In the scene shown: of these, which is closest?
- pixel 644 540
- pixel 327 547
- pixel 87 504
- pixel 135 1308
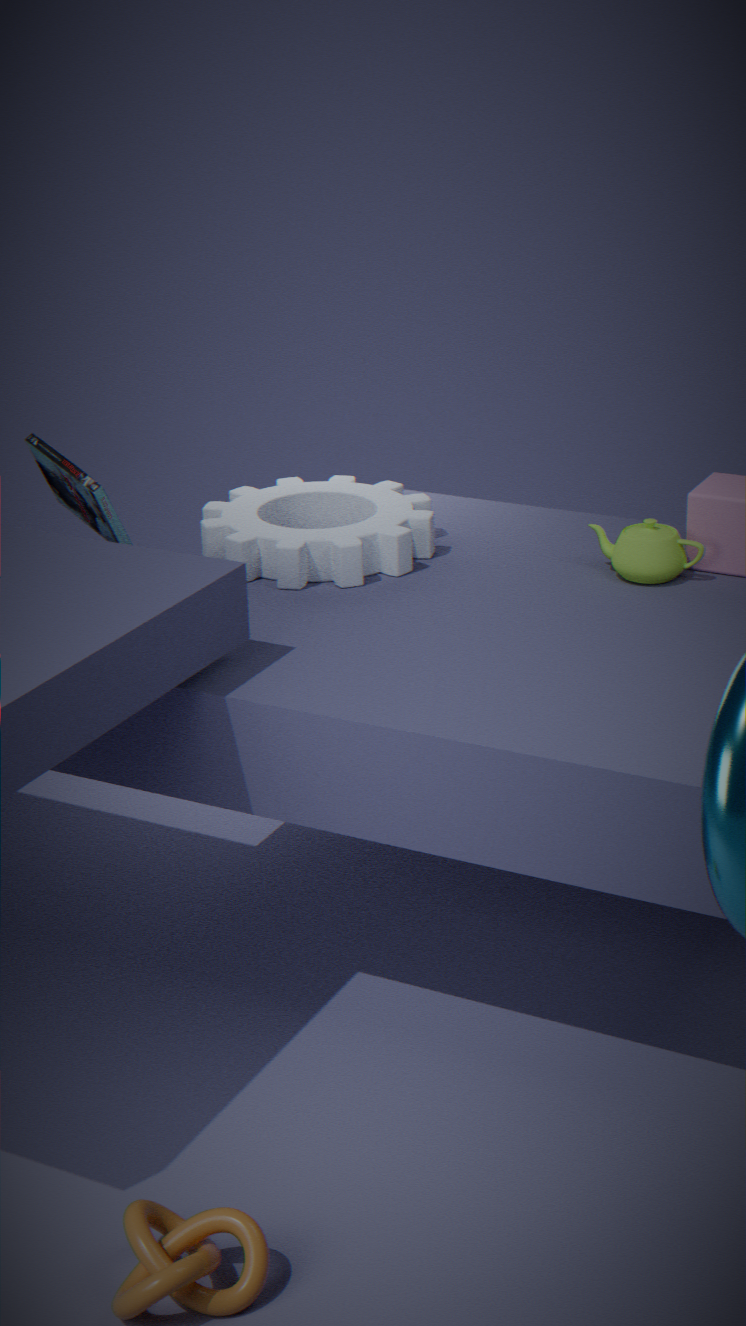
pixel 135 1308
